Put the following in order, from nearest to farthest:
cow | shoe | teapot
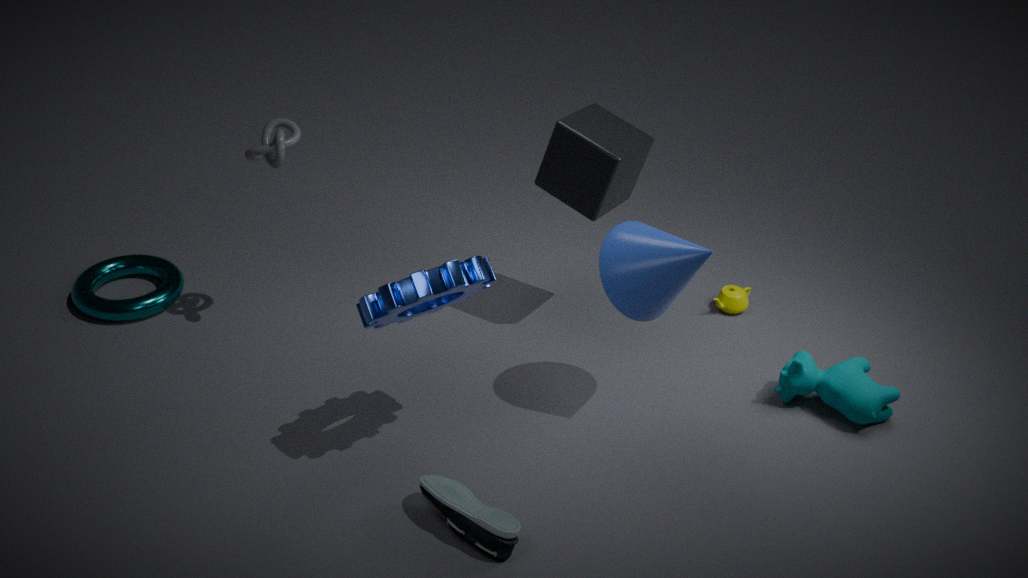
1. shoe
2. cow
3. teapot
